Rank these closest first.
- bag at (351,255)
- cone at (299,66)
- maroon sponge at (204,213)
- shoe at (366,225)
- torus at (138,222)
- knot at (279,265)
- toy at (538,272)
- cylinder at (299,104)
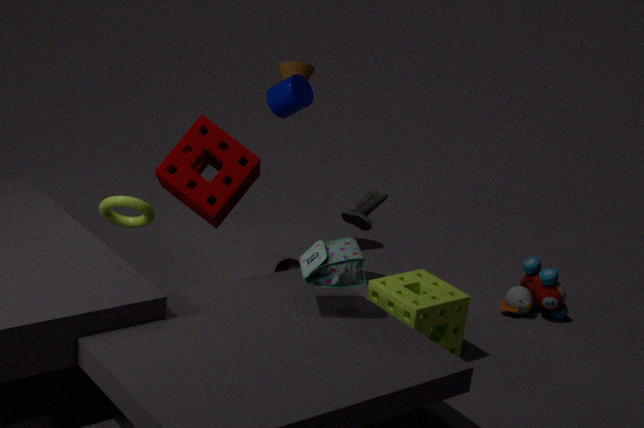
bag at (351,255), torus at (138,222), maroon sponge at (204,213), shoe at (366,225), cylinder at (299,104), knot at (279,265), toy at (538,272), cone at (299,66)
